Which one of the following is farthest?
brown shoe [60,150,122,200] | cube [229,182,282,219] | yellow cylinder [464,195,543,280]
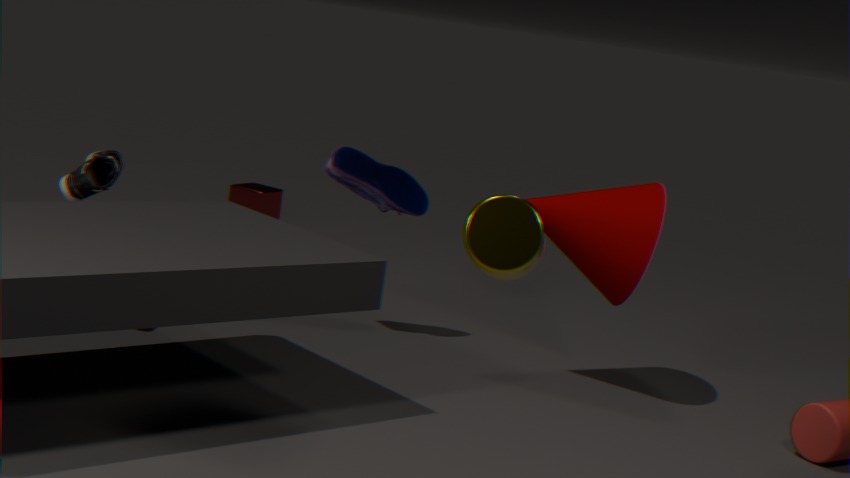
cube [229,182,282,219]
